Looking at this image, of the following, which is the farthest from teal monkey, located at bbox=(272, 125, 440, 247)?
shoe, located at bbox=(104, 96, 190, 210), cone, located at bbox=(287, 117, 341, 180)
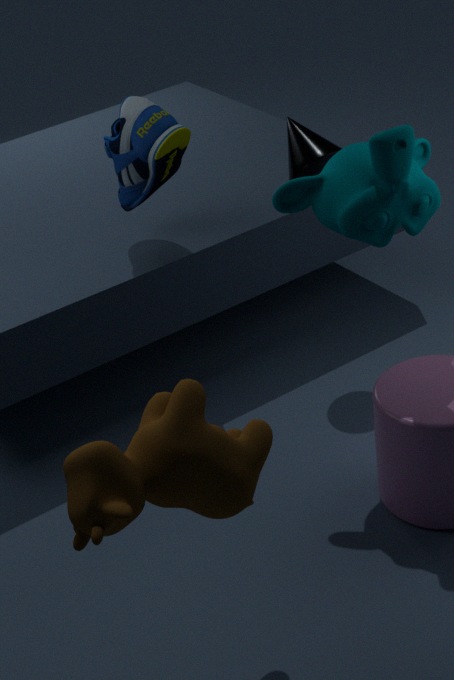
shoe, located at bbox=(104, 96, 190, 210)
